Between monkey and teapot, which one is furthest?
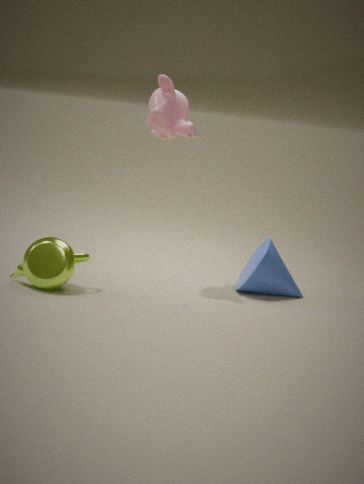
monkey
